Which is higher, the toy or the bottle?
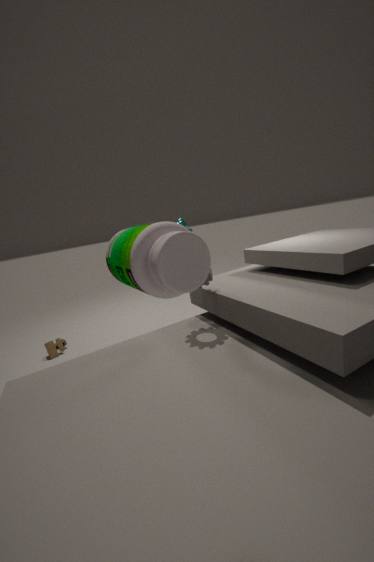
the bottle
